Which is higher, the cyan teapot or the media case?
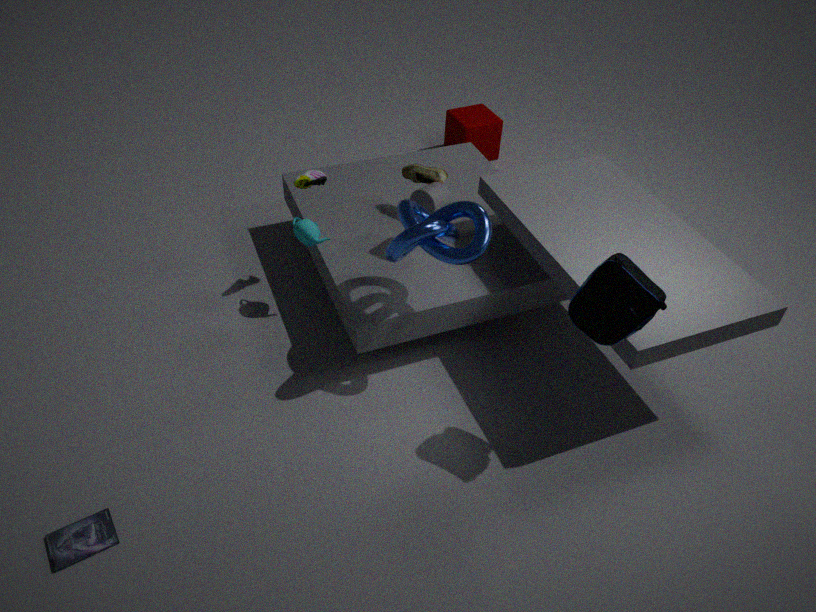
the cyan teapot
